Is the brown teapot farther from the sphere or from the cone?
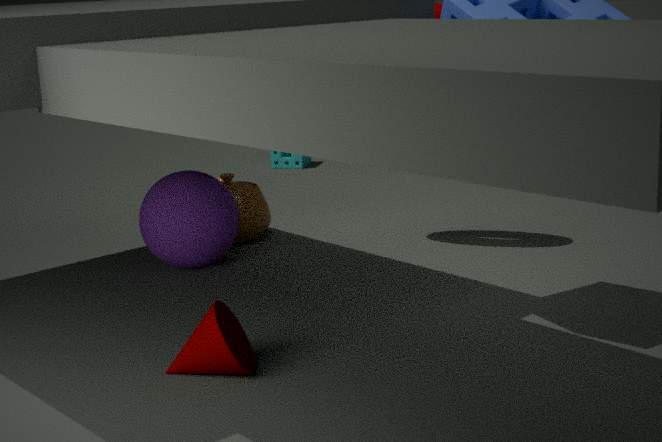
the cone
